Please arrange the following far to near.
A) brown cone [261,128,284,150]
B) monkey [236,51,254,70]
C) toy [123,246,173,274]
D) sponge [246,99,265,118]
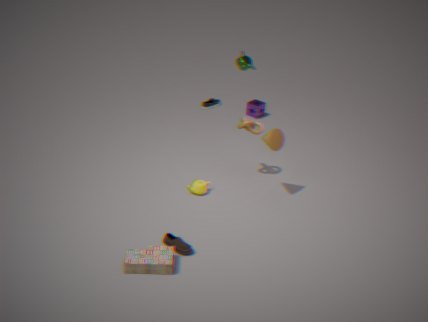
sponge [246,99,265,118] → monkey [236,51,254,70] → brown cone [261,128,284,150] → toy [123,246,173,274]
